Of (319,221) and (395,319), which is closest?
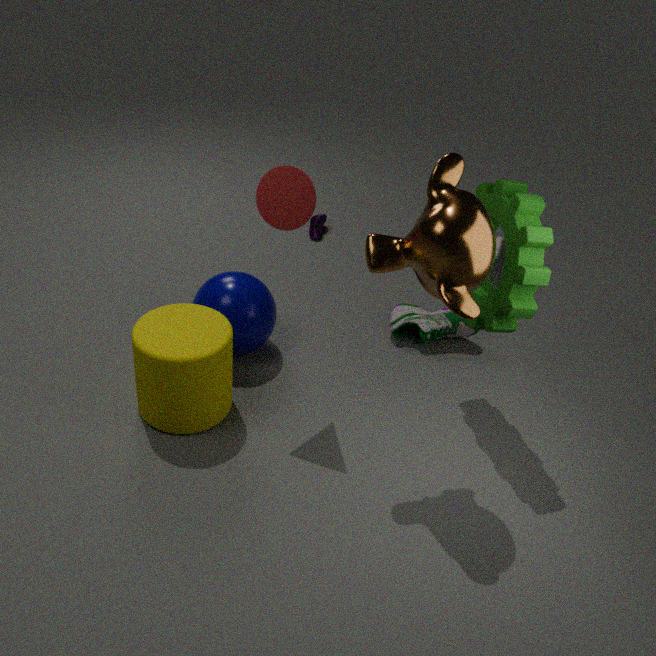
(395,319)
